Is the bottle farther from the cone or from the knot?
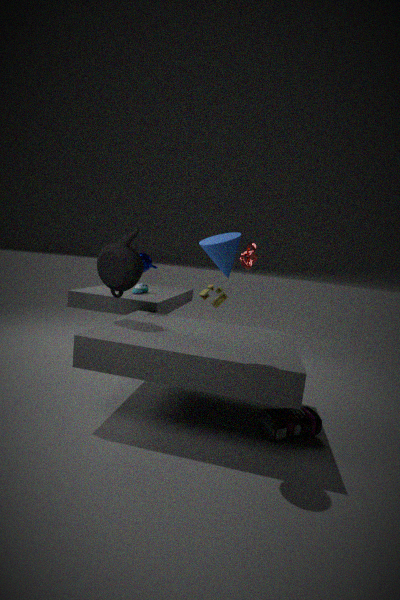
the knot
